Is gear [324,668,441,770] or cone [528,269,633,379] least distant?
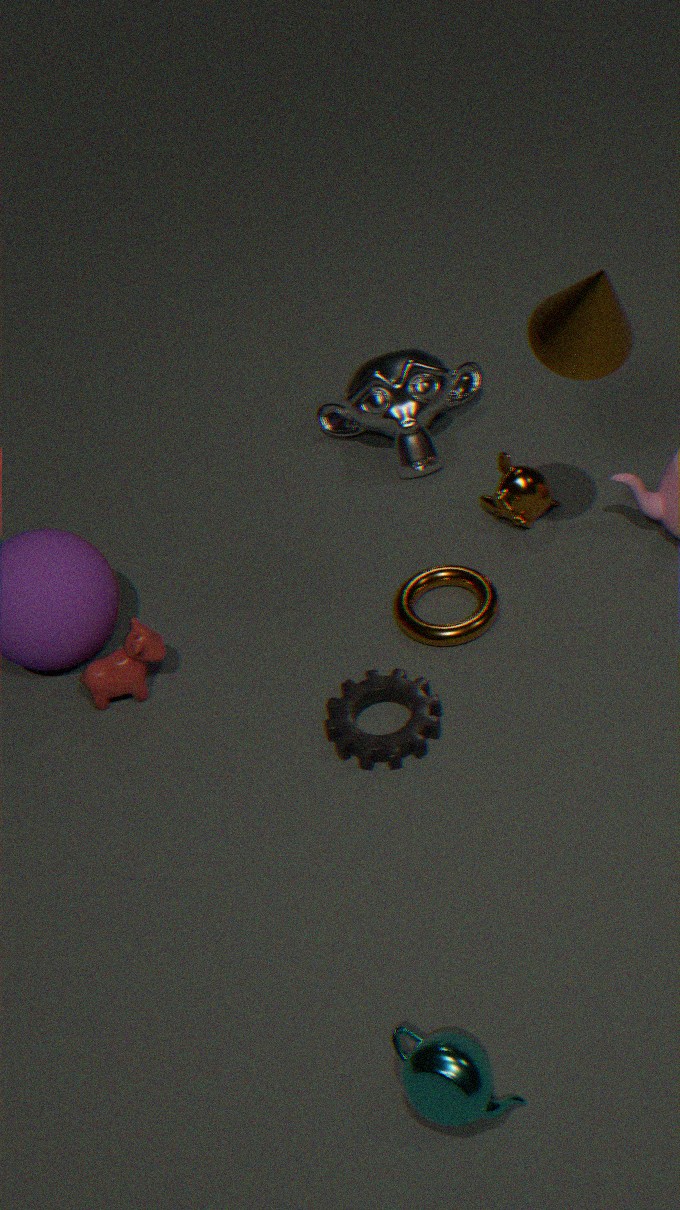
cone [528,269,633,379]
